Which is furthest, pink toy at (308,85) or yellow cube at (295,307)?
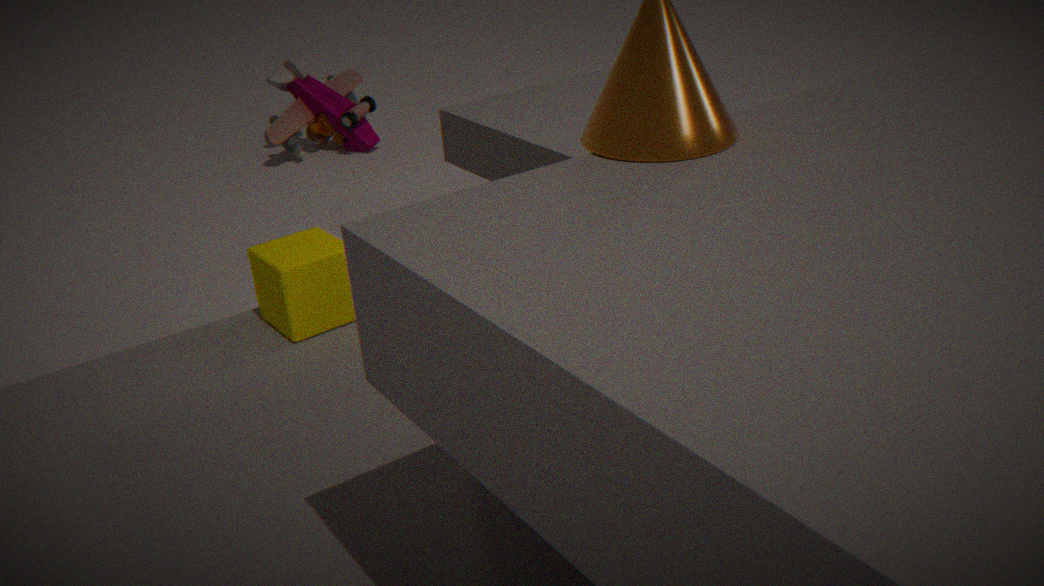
pink toy at (308,85)
